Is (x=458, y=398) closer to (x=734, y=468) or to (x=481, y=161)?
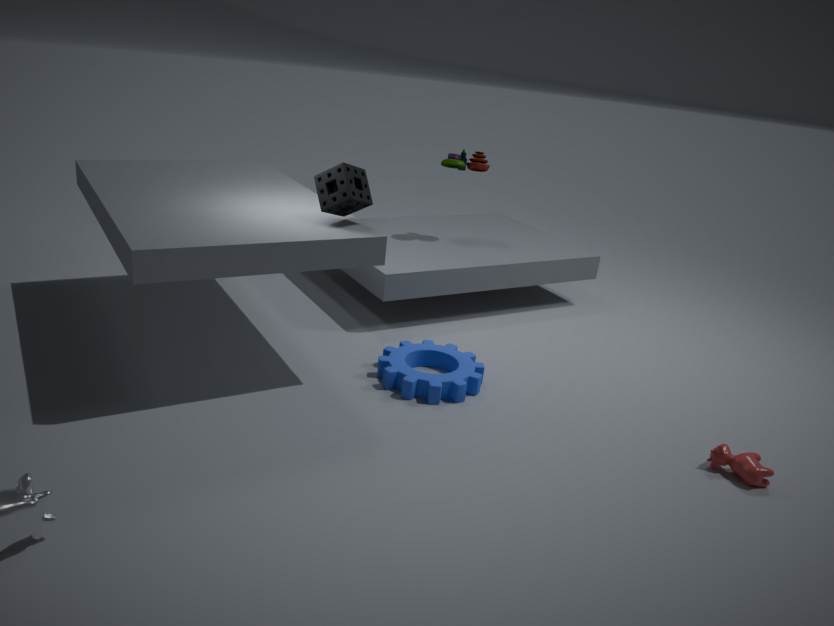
(x=734, y=468)
